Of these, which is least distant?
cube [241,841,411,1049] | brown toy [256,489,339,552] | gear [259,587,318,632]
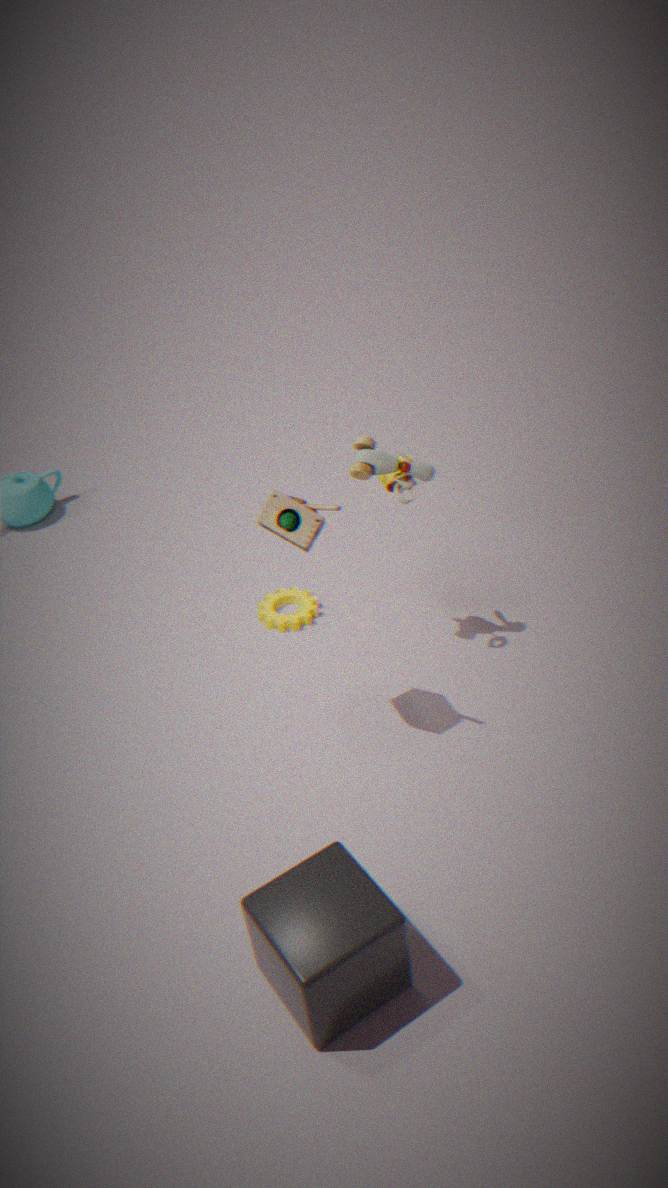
cube [241,841,411,1049]
